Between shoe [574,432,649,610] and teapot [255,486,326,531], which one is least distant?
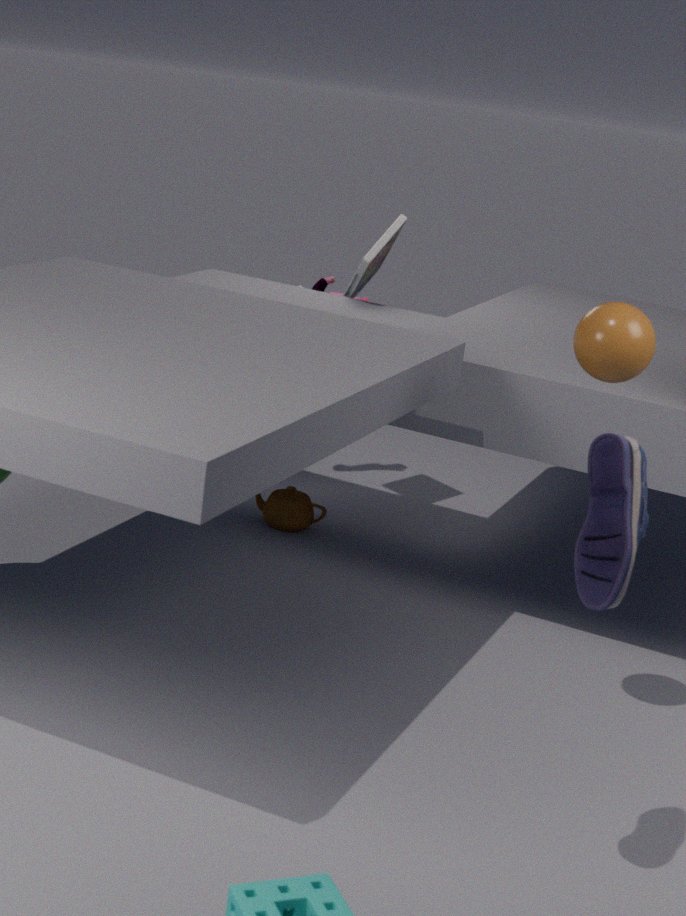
shoe [574,432,649,610]
